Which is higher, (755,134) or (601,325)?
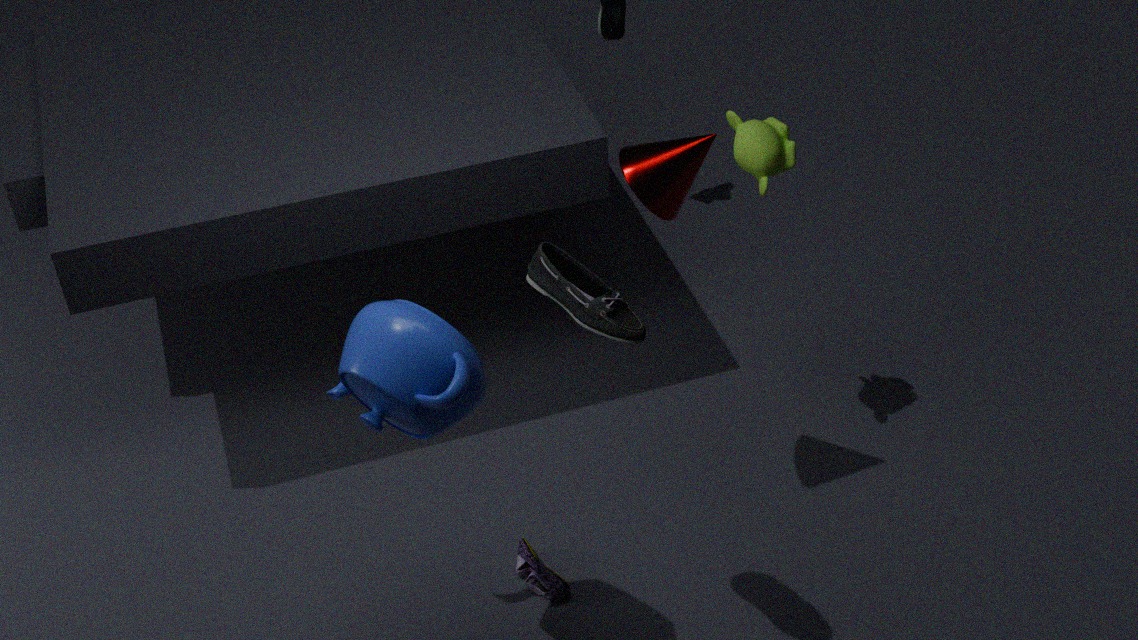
(601,325)
